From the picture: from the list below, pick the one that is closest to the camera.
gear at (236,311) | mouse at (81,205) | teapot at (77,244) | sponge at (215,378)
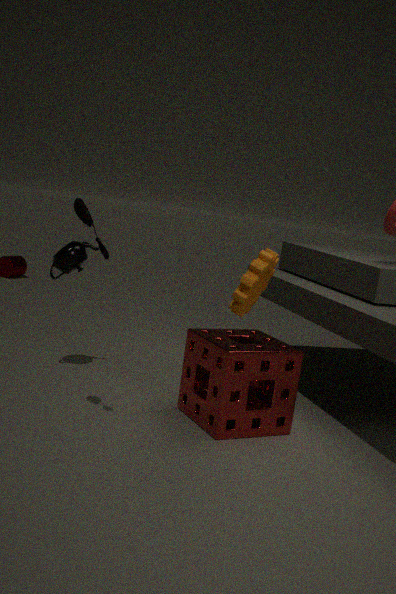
mouse at (81,205)
